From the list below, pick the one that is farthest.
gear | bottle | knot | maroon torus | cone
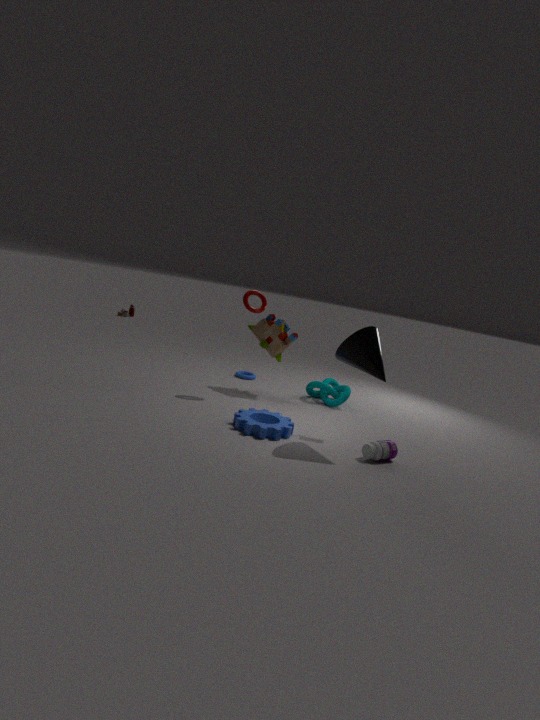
knot
